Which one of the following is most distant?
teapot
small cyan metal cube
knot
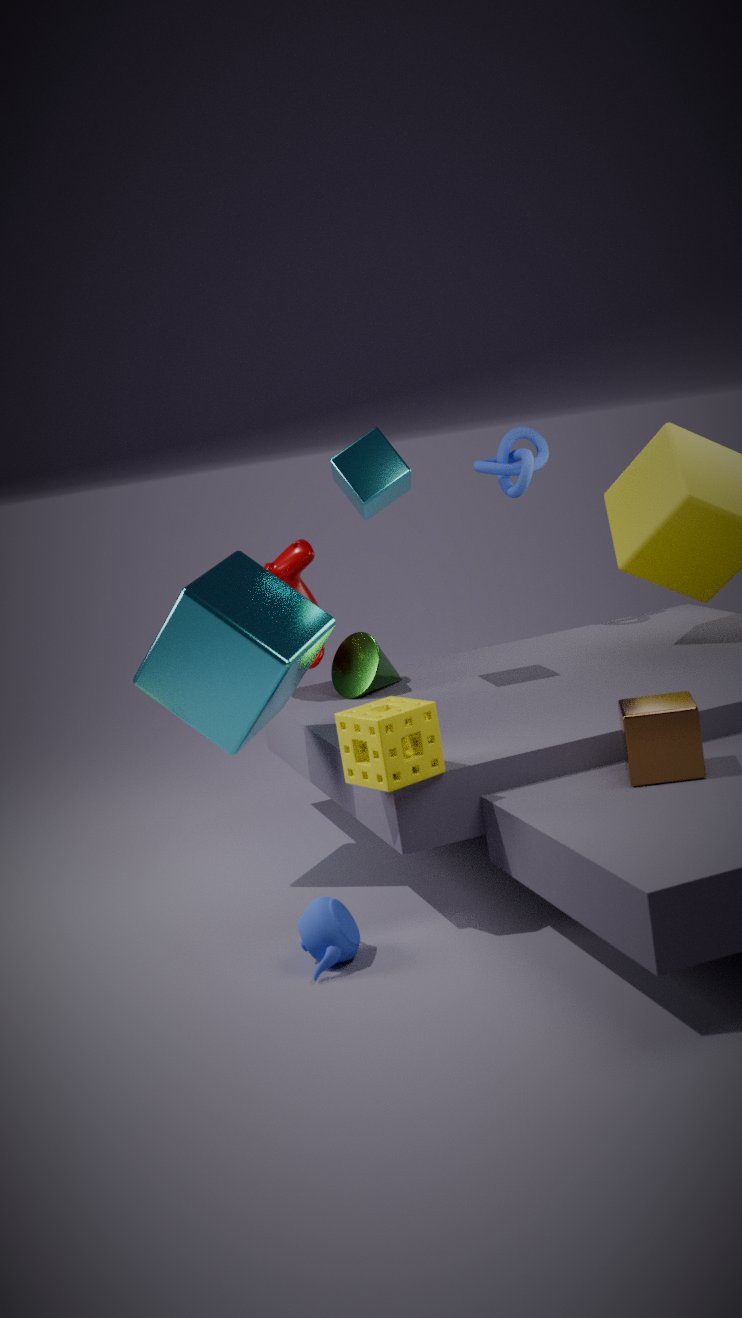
knot
